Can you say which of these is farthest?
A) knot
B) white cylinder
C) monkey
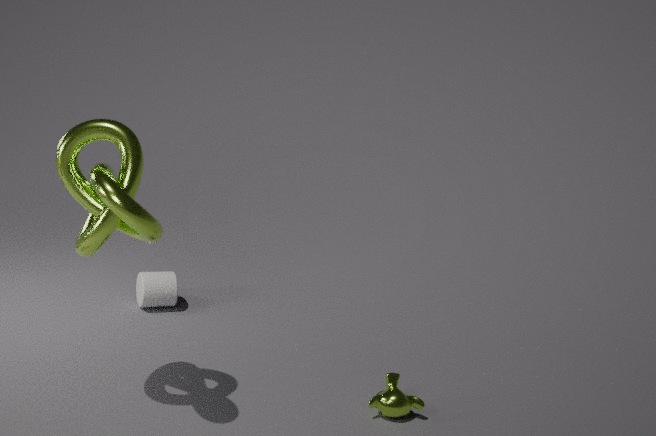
white cylinder
